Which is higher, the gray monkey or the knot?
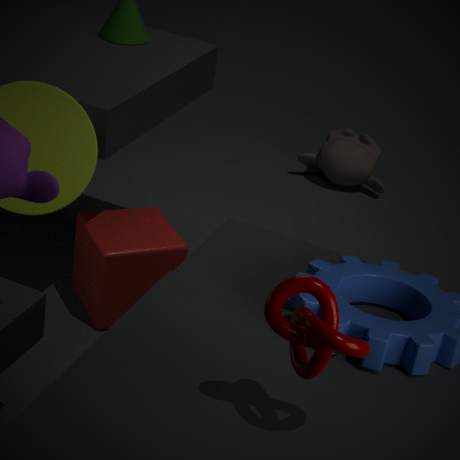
the knot
